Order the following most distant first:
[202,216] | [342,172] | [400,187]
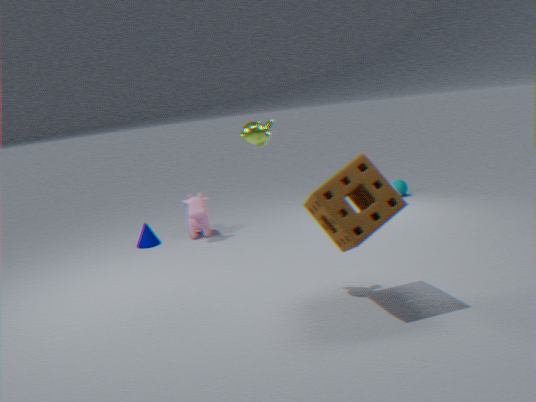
[400,187] → [202,216] → [342,172]
